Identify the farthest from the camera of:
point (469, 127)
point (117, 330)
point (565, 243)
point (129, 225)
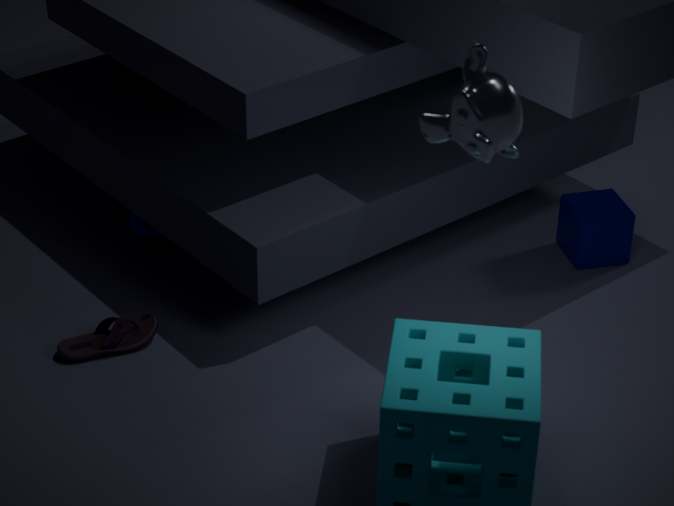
point (129, 225)
